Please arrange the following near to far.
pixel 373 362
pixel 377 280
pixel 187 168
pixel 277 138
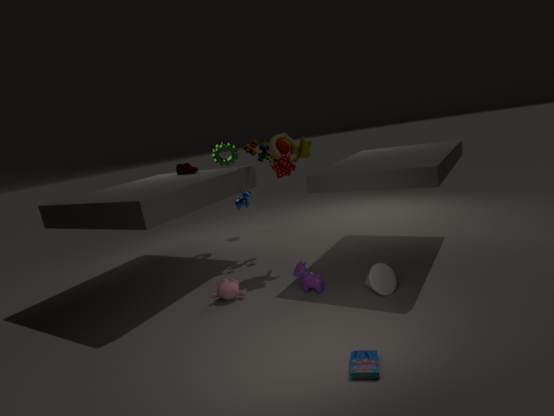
pixel 373 362 < pixel 377 280 < pixel 277 138 < pixel 187 168
